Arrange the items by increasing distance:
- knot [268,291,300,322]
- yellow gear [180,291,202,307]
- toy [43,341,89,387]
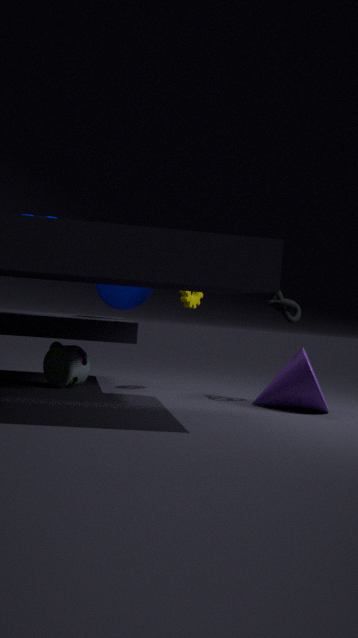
knot [268,291,300,322], toy [43,341,89,387], yellow gear [180,291,202,307]
